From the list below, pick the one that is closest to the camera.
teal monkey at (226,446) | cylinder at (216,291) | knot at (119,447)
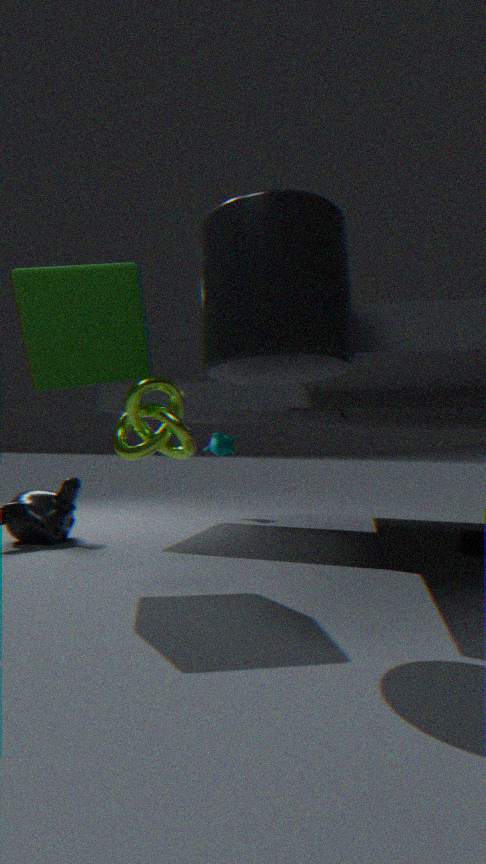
cylinder at (216,291)
